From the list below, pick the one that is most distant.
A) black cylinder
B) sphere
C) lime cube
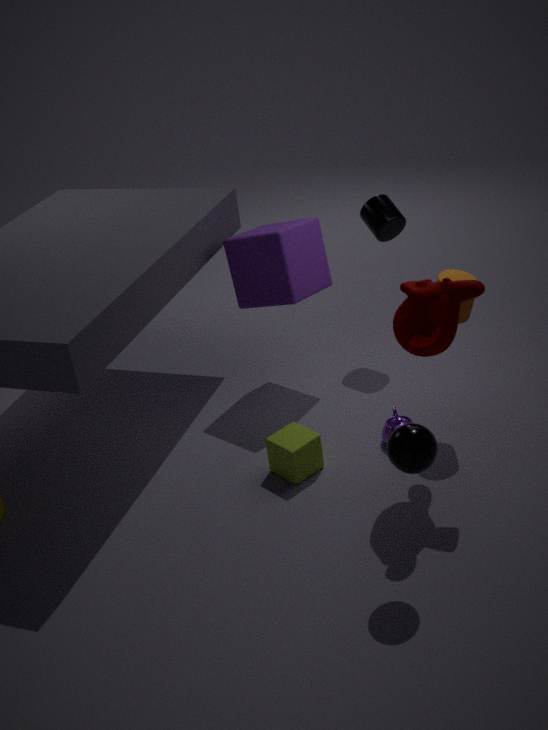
black cylinder
